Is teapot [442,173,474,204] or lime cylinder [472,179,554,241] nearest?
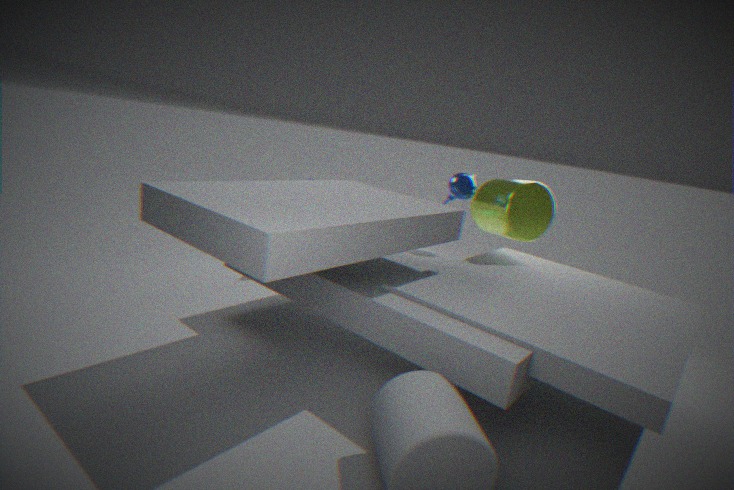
lime cylinder [472,179,554,241]
